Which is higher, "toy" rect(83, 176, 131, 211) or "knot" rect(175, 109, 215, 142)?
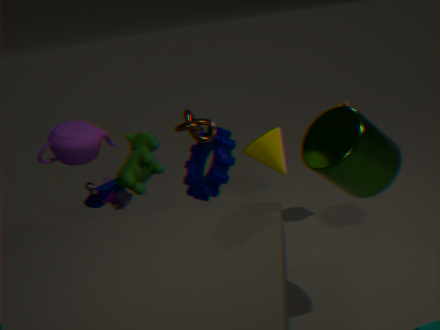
"knot" rect(175, 109, 215, 142)
